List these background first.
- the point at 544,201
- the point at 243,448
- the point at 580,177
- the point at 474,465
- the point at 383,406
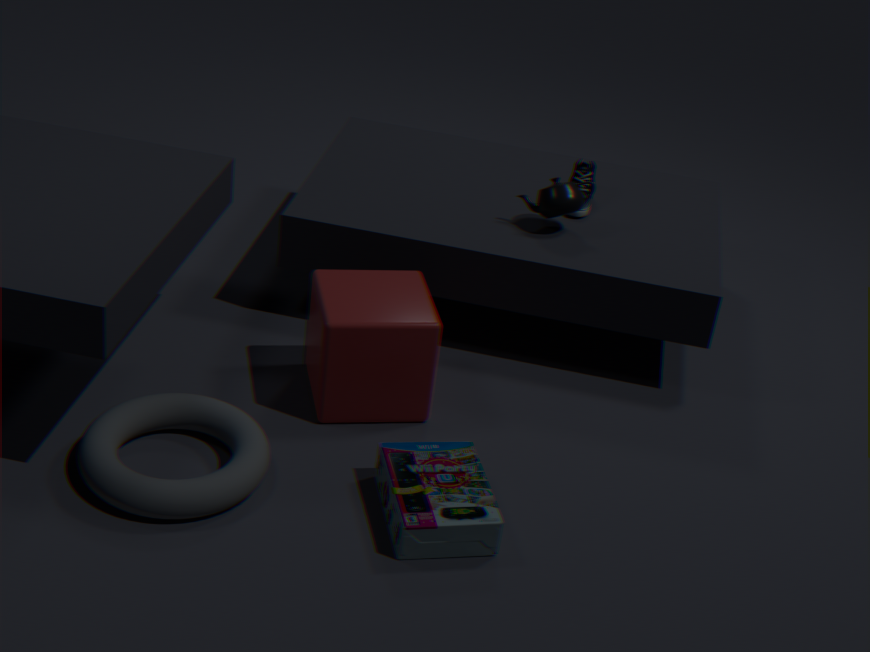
the point at 580,177
the point at 544,201
the point at 383,406
the point at 474,465
the point at 243,448
